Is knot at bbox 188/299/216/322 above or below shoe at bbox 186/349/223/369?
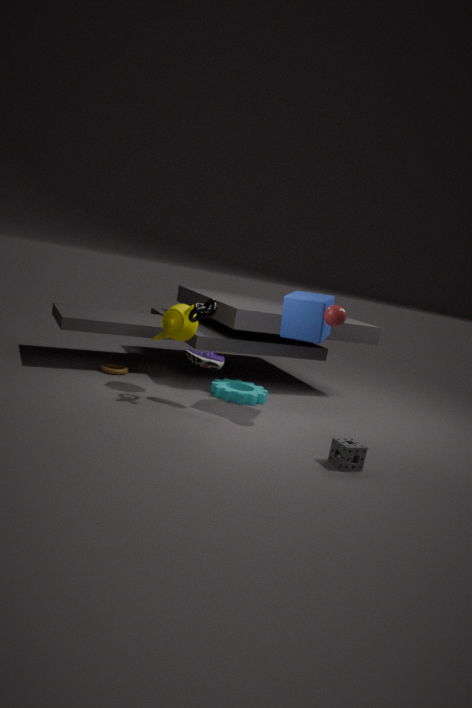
above
